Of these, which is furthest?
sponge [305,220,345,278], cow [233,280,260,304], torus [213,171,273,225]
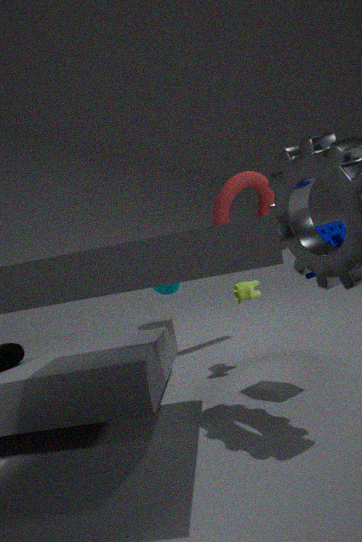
torus [213,171,273,225]
